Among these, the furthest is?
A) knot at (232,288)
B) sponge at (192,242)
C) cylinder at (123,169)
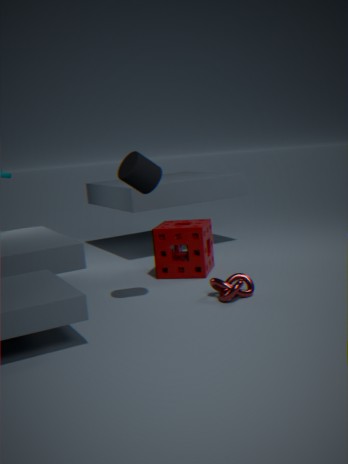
sponge at (192,242)
